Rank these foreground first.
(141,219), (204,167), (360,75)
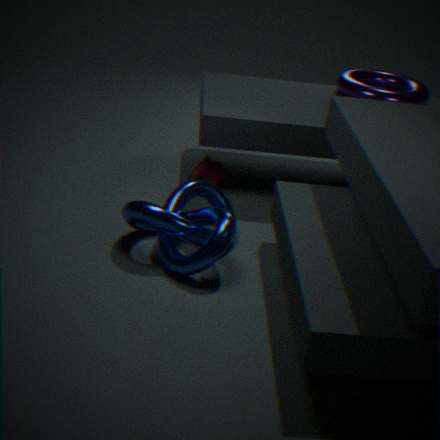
1. (141,219)
2. (204,167)
3. (360,75)
